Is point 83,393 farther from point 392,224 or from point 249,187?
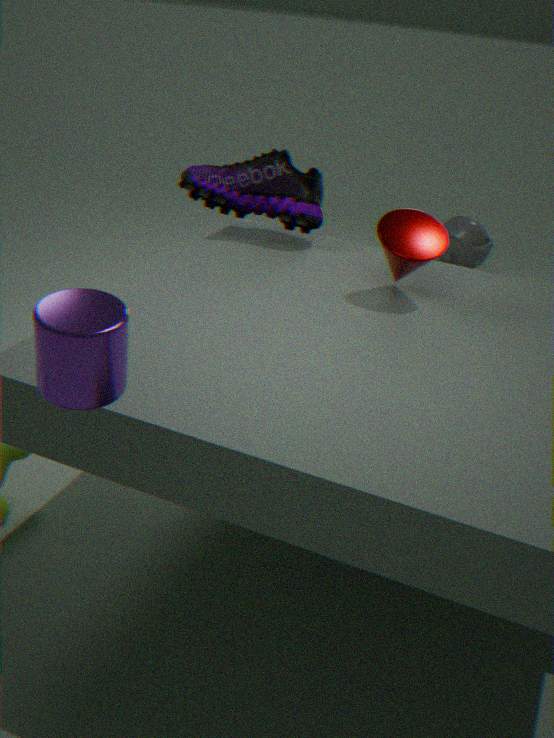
point 249,187
